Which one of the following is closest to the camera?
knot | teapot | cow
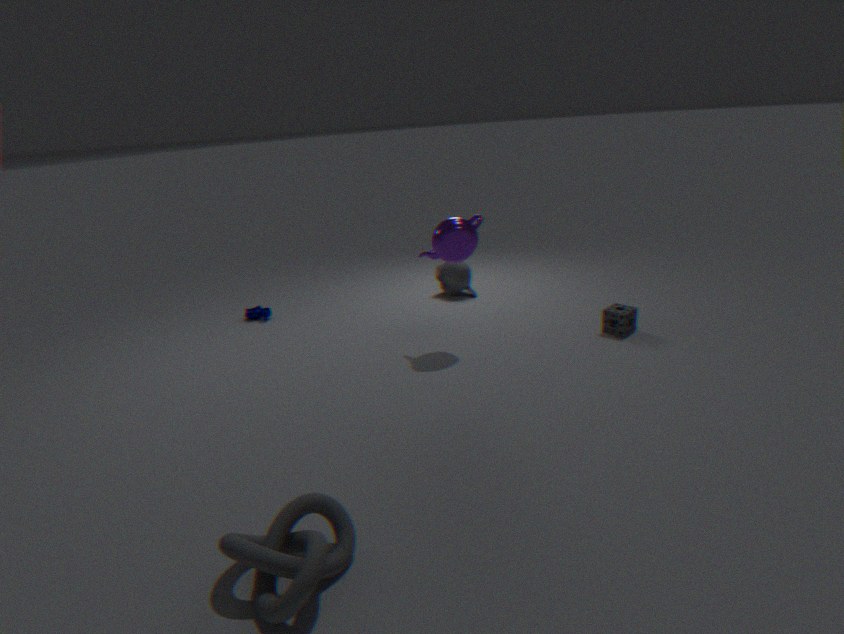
knot
